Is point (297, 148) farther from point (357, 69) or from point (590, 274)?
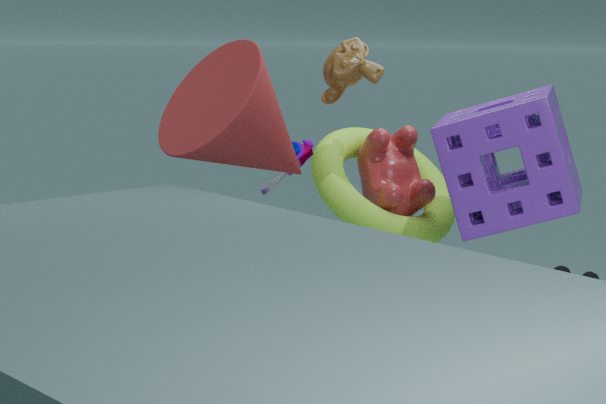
point (590, 274)
